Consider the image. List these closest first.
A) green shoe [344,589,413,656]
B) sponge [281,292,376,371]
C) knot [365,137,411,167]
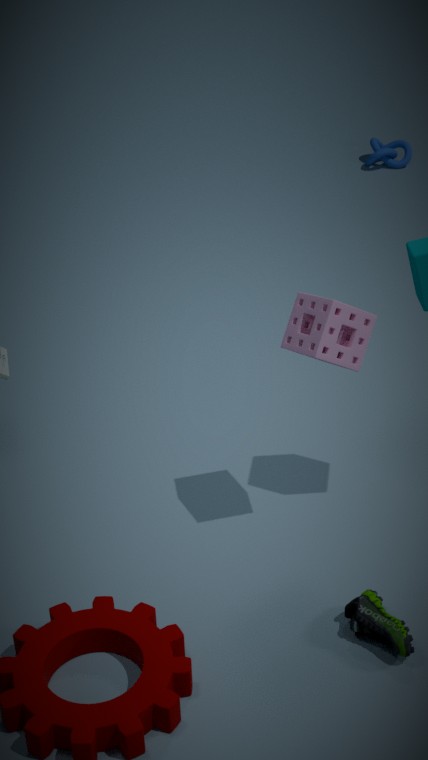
green shoe [344,589,413,656], sponge [281,292,376,371], knot [365,137,411,167]
